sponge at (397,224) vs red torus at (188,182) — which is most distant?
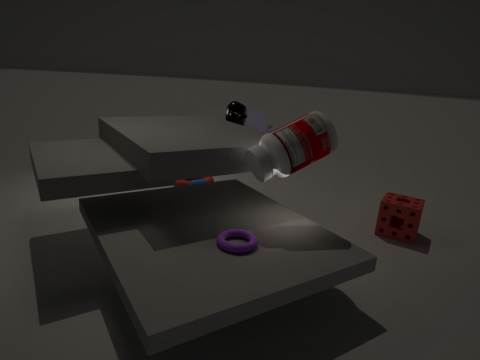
red torus at (188,182)
